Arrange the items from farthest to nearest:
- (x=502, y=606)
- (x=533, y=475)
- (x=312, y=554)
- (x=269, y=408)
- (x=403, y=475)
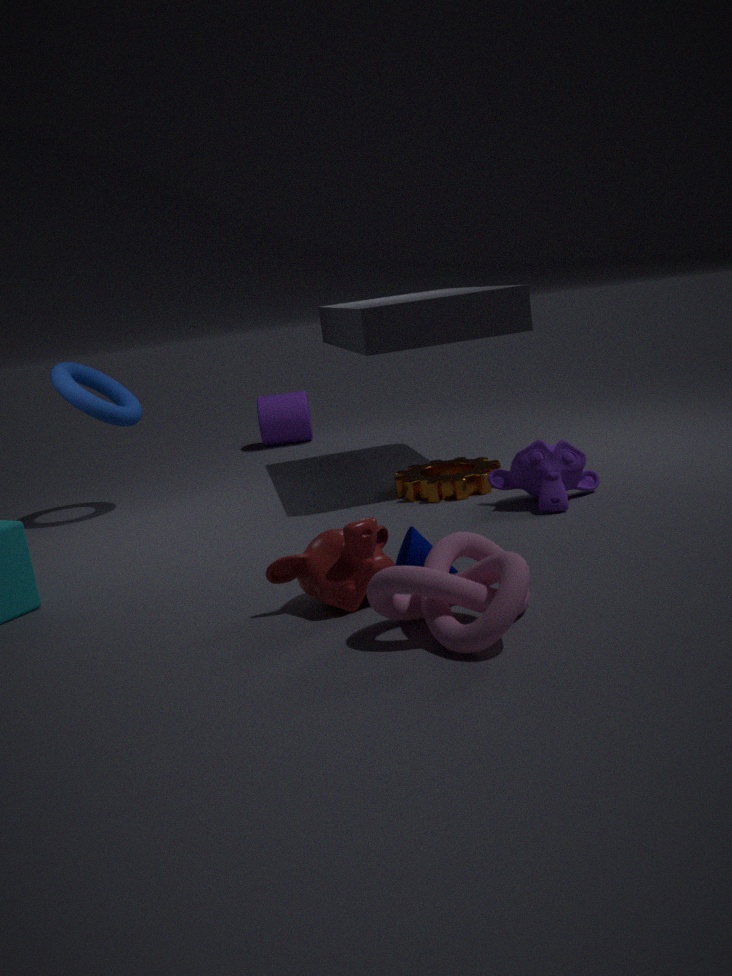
1. (x=269, y=408)
2. (x=403, y=475)
3. (x=533, y=475)
4. (x=312, y=554)
5. (x=502, y=606)
